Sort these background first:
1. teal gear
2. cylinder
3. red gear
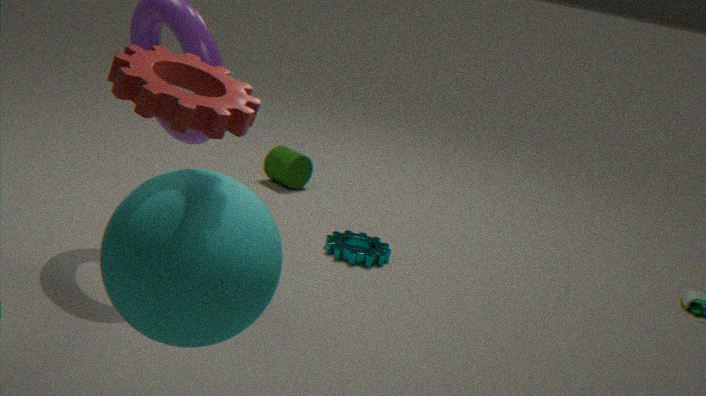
1. cylinder
2. teal gear
3. red gear
